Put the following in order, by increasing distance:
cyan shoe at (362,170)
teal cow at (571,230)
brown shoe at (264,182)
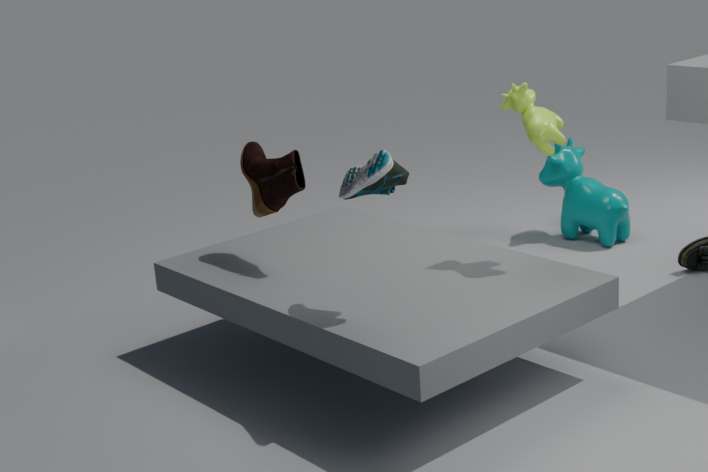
cyan shoe at (362,170) → brown shoe at (264,182) → teal cow at (571,230)
